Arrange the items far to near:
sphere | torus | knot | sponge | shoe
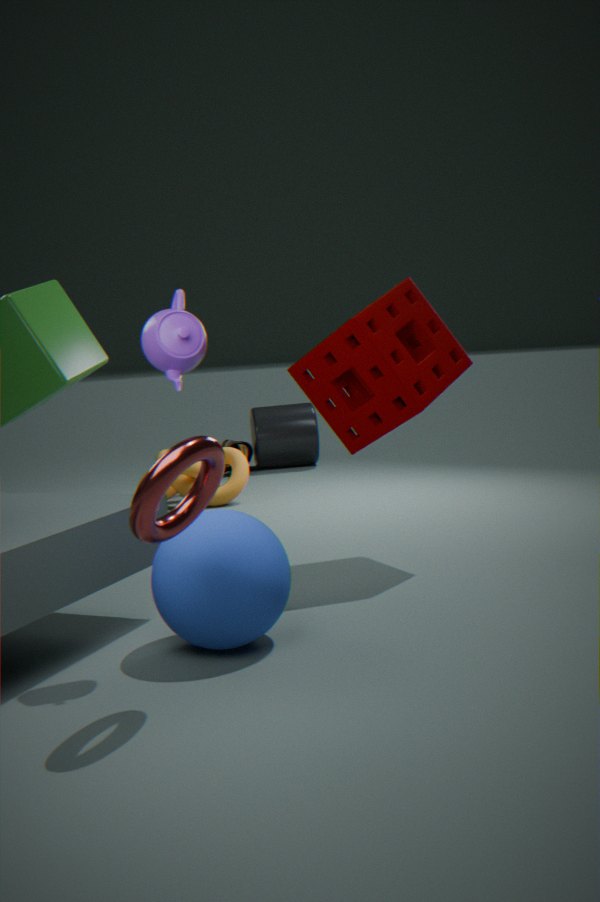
shoe
knot
sponge
sphere
torus
